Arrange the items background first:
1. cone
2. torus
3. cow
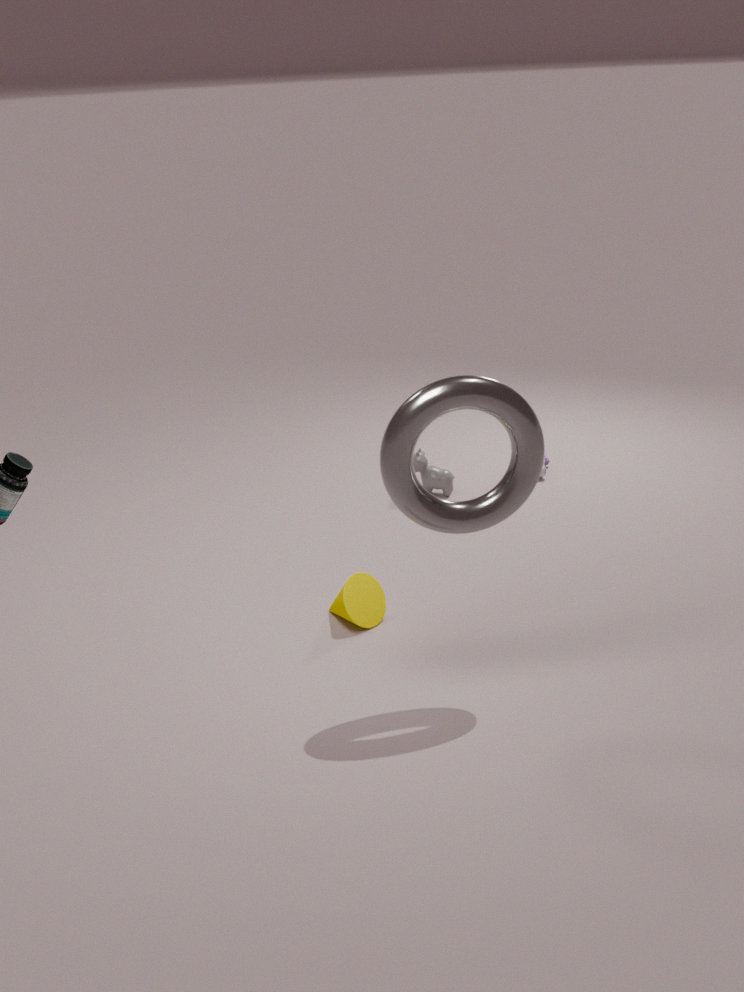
cow → cone → torus
